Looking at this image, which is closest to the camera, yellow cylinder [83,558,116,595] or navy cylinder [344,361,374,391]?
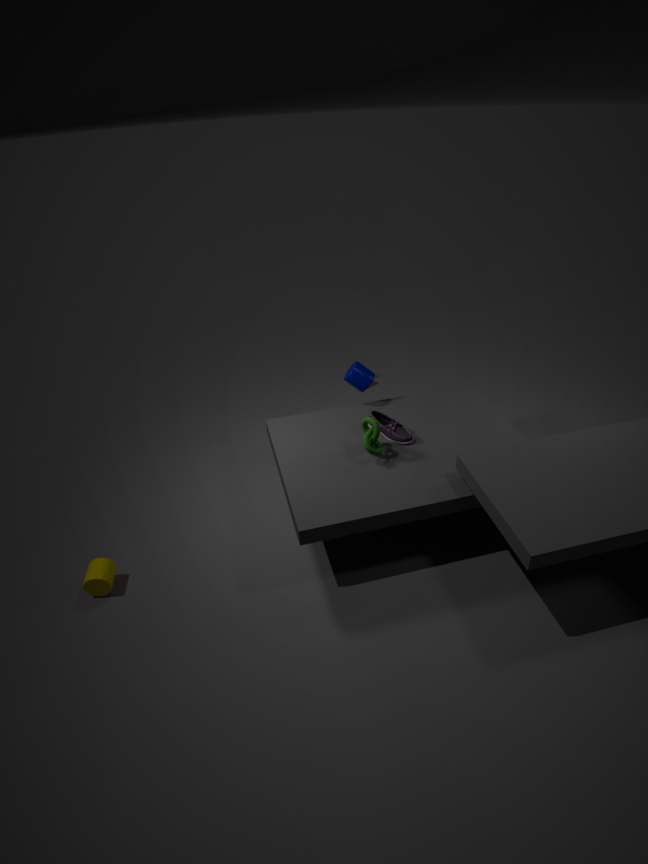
yellow cylinder [83,558,116,595]
